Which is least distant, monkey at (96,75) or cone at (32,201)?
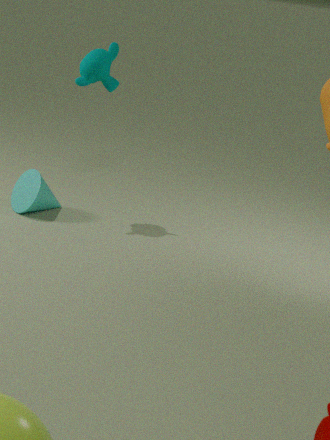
monkey at (96,75)
